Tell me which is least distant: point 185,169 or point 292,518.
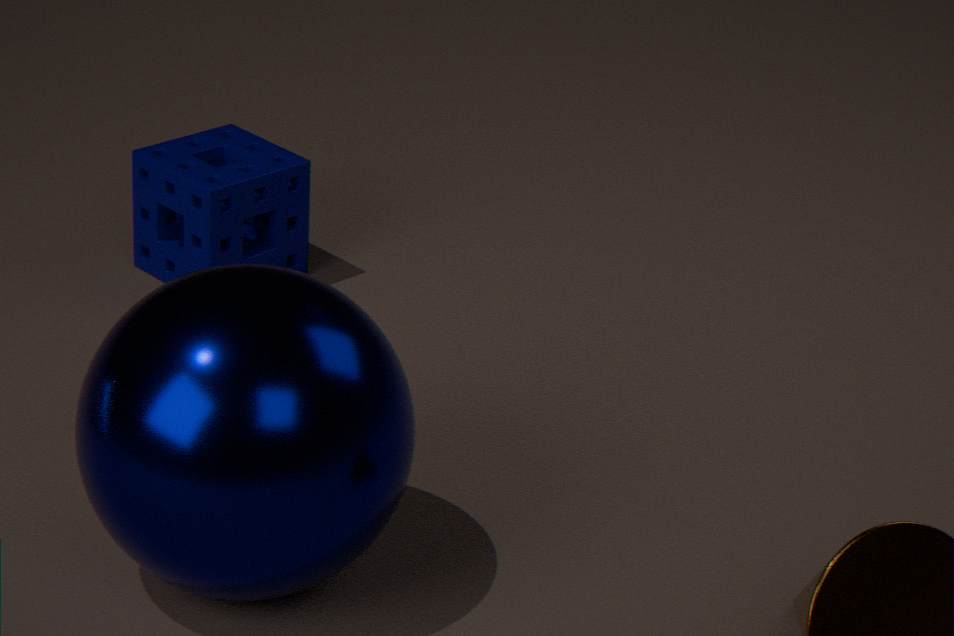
point 292,518
